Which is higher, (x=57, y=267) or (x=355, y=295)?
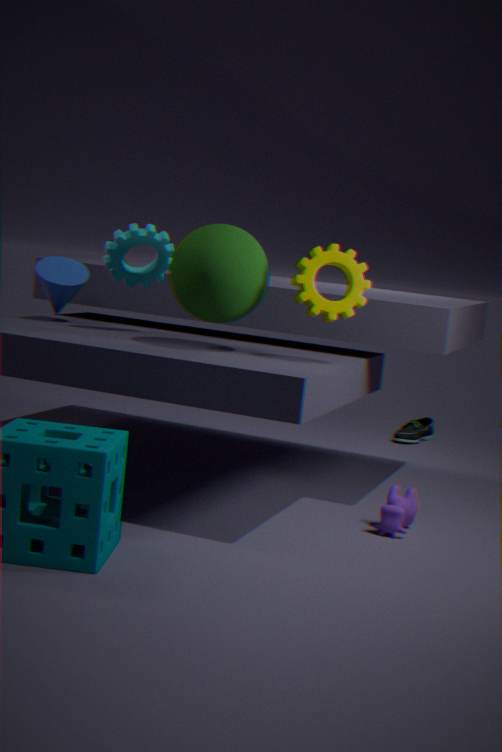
(x=355, y=295)
